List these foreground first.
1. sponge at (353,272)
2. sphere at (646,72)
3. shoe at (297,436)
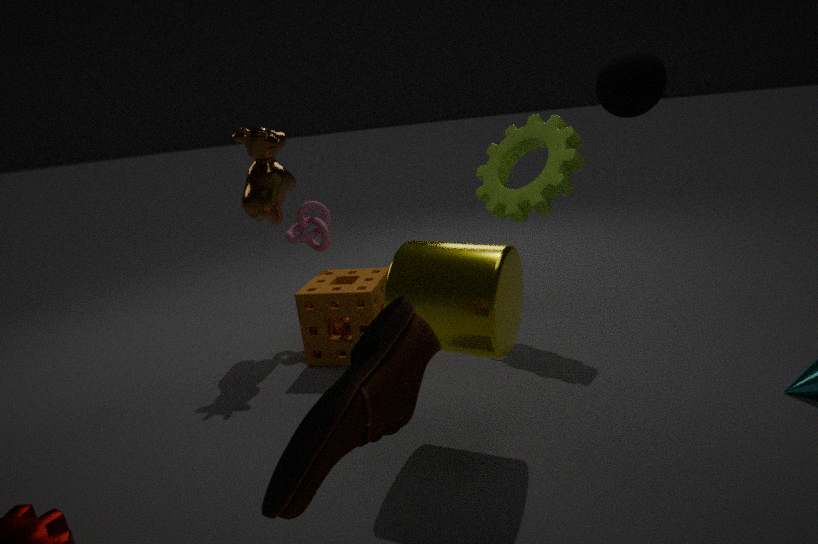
shoe at (297,436) → sphere at (646,72) → sponge at (353,272)
